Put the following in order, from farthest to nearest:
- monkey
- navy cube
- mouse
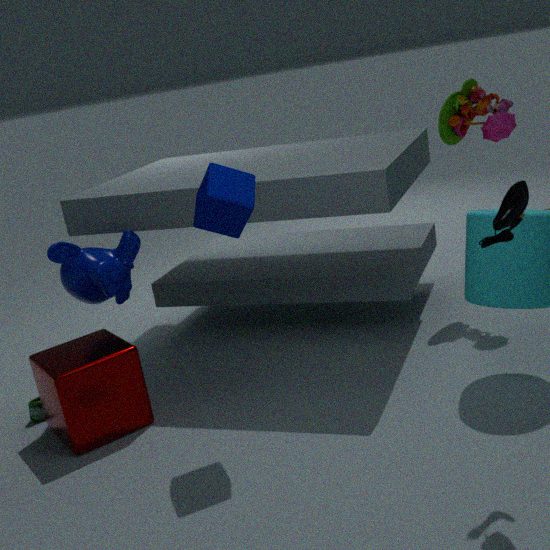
monkey < navy cube < mouse
